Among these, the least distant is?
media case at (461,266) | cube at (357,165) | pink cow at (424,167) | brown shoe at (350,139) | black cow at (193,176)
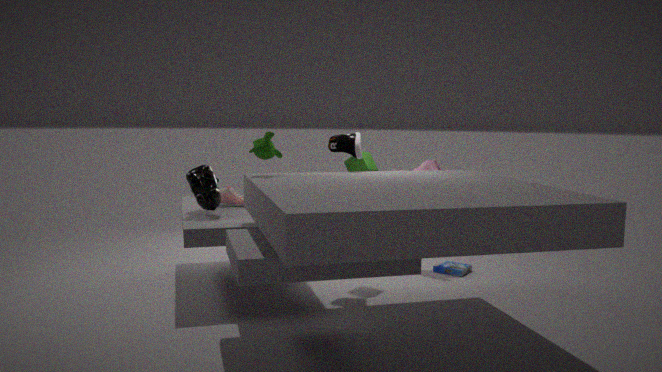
black cow at (193,176)
